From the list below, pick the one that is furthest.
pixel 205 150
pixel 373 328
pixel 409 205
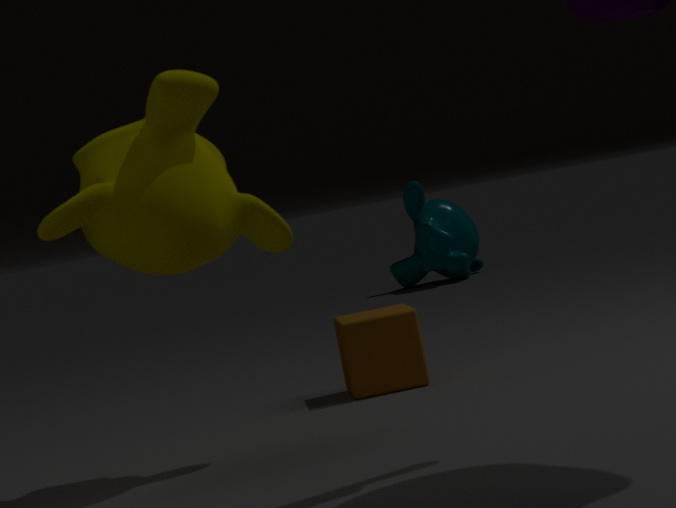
pixel 409 205
